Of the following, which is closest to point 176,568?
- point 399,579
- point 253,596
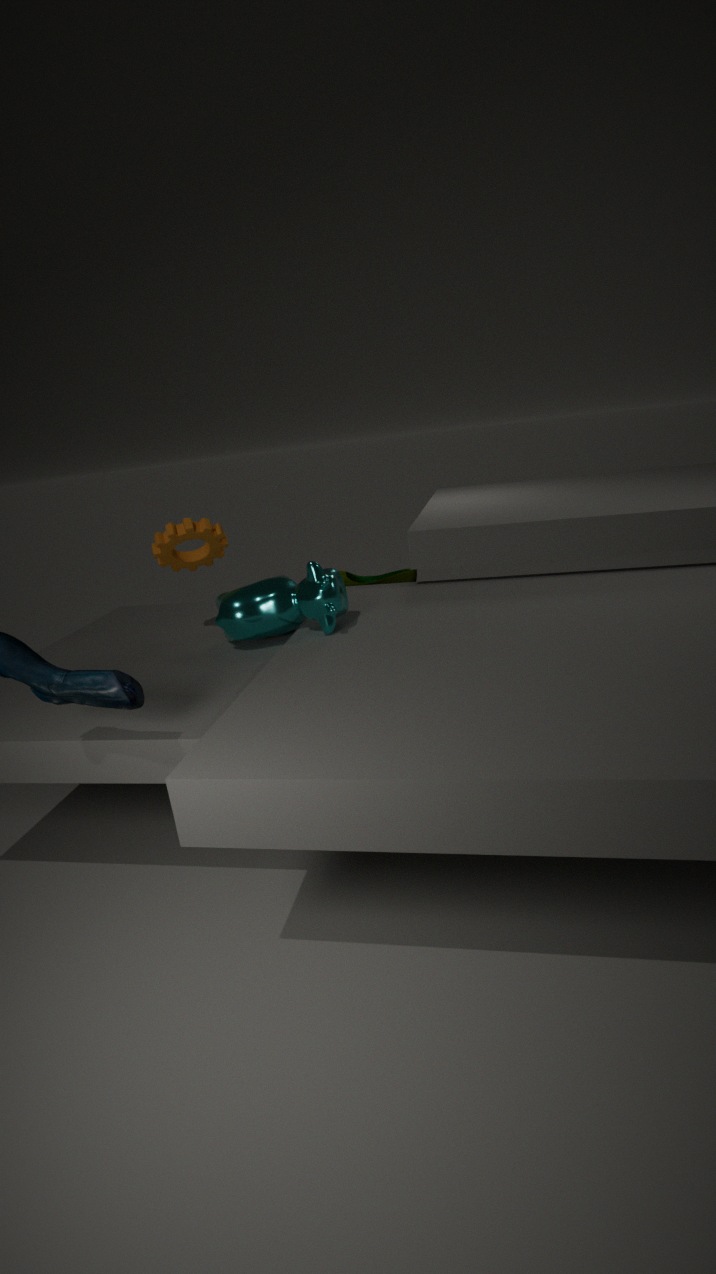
point 253,596
